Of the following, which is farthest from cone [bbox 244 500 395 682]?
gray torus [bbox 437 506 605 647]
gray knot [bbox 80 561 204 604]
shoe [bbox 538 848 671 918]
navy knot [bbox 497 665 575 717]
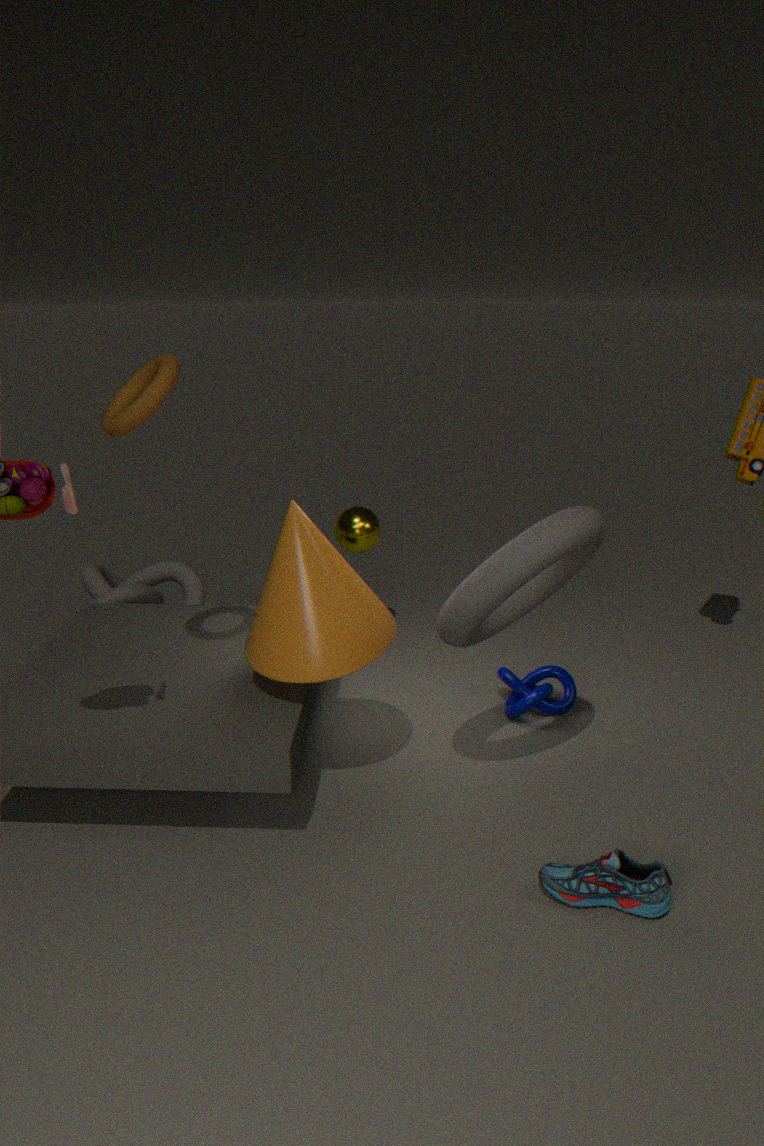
gray knot [bbox 80 561 204 604]
